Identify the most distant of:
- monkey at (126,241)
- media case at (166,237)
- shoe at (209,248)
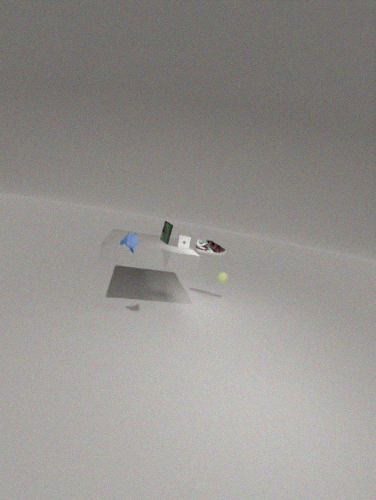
shoe at (209,248)
